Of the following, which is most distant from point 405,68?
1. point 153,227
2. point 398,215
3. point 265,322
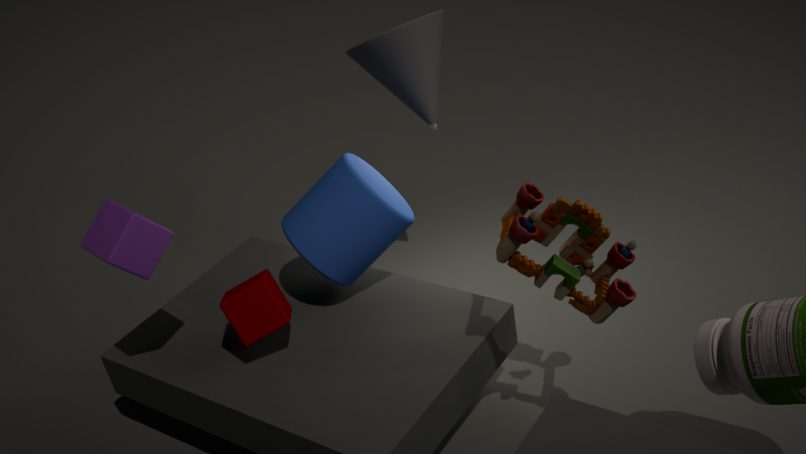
point 153,227
